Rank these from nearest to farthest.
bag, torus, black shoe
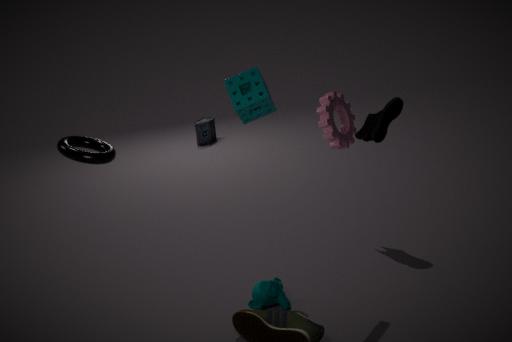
torus
black shoe
bag
